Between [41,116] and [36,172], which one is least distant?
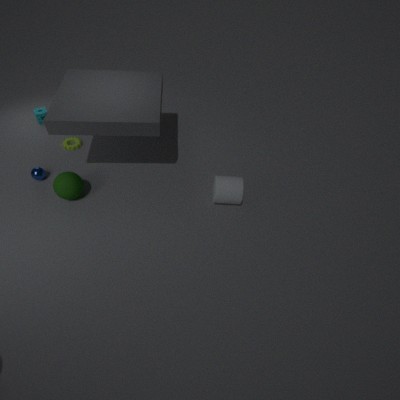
[36,172]
